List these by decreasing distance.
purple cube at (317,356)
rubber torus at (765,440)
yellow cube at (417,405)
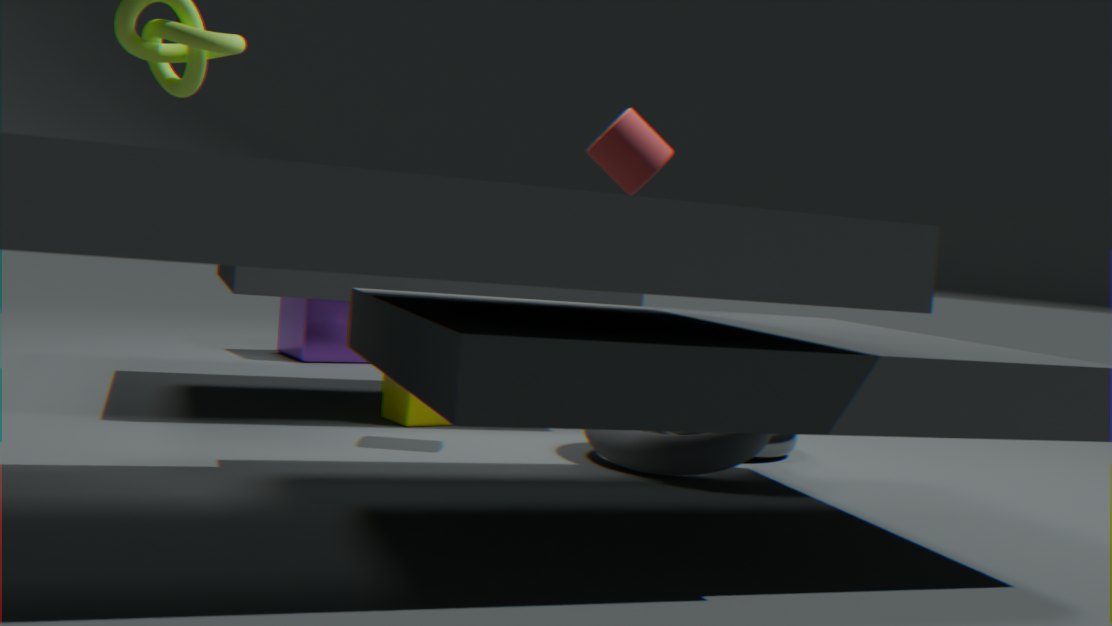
purple cube at (317,356)
yellow cube at (417,405)
rubber torus at (765,440)
